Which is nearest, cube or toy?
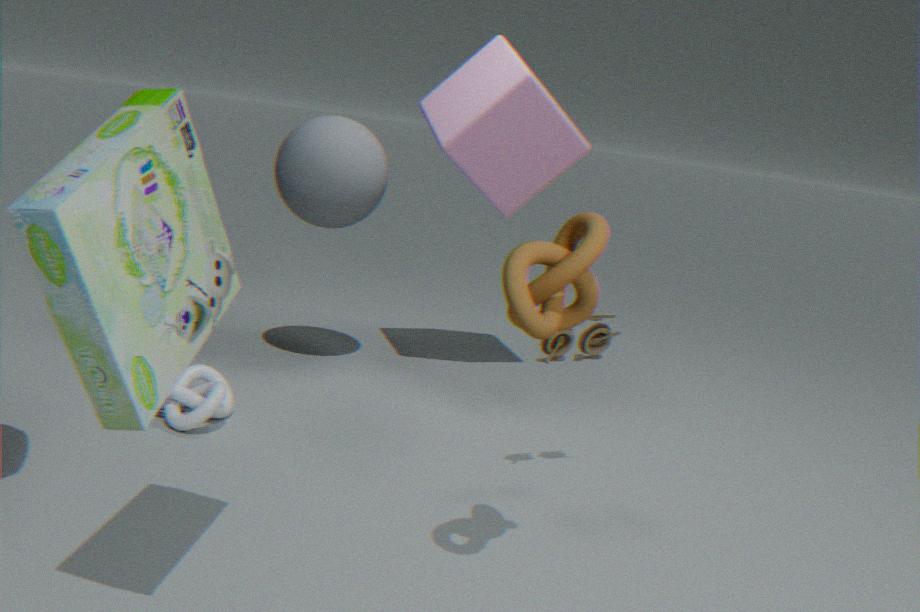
toy
